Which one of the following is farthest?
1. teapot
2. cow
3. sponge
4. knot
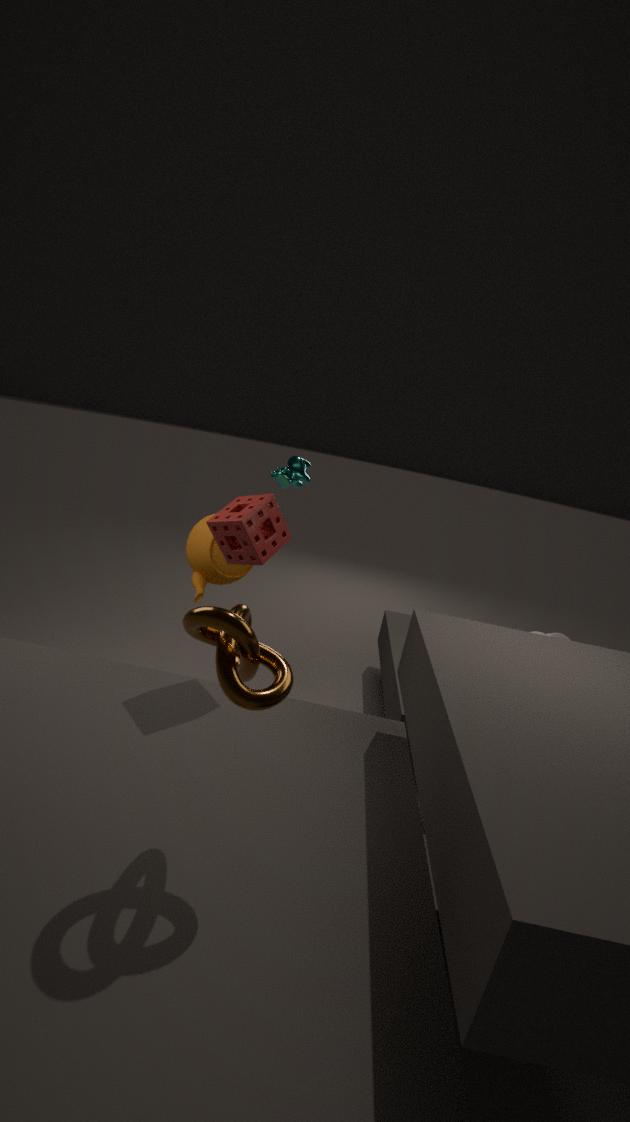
cow
